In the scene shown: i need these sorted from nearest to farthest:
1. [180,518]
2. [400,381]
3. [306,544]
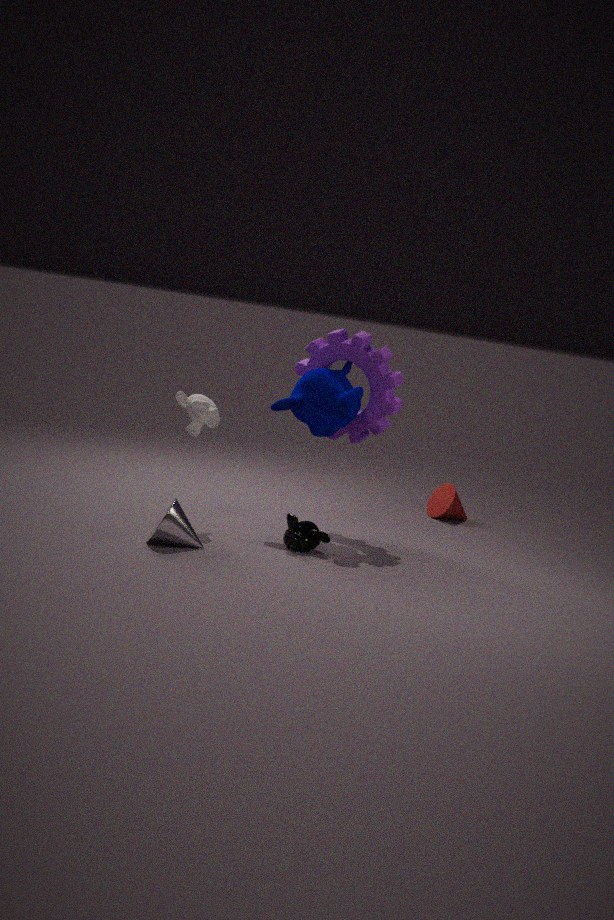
[180,518]
[306,544]
[400,381]
